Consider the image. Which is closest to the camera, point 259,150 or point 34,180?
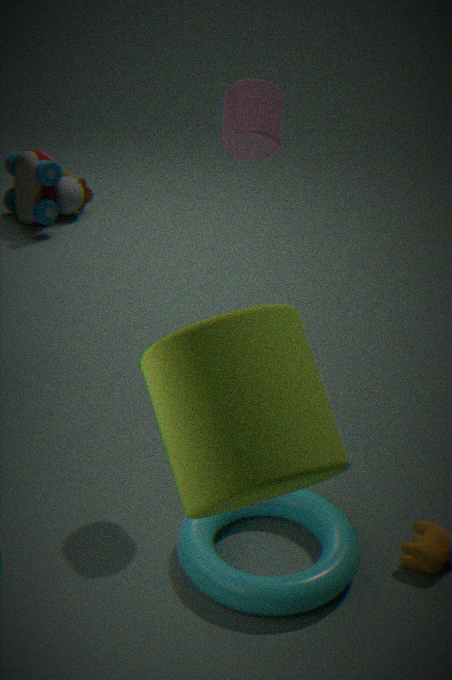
point 259,150
